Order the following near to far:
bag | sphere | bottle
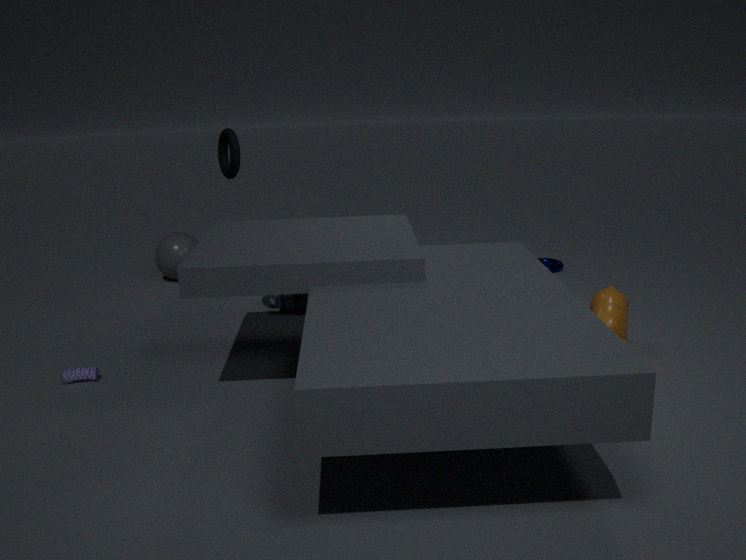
bag, bottle, sphere
